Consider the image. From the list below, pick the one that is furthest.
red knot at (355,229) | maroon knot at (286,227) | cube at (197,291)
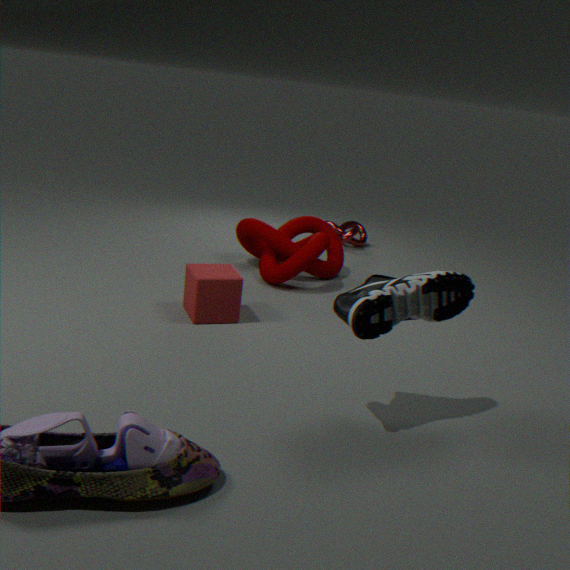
red knot at (355,229)
